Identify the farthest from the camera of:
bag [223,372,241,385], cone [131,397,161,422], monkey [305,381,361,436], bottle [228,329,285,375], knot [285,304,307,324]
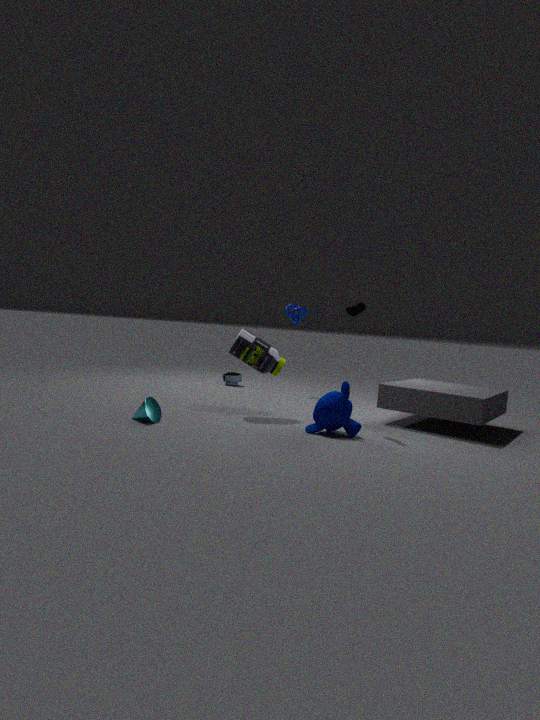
bag [223,372,241,385]
